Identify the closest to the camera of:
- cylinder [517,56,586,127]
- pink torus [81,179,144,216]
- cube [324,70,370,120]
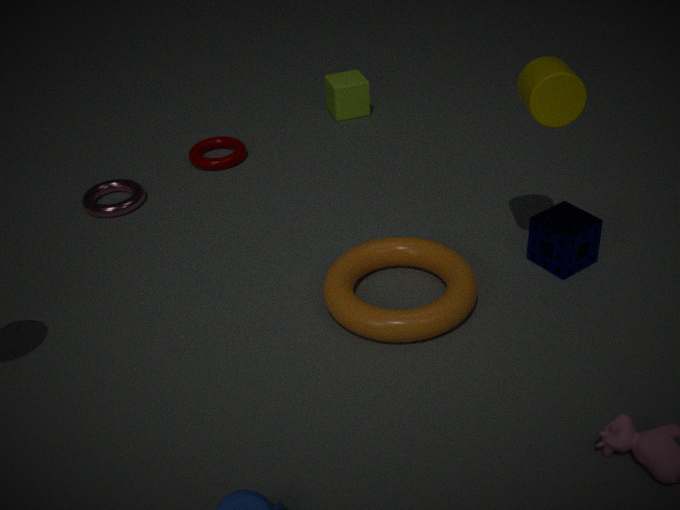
cylinder [517,56,586,127]
